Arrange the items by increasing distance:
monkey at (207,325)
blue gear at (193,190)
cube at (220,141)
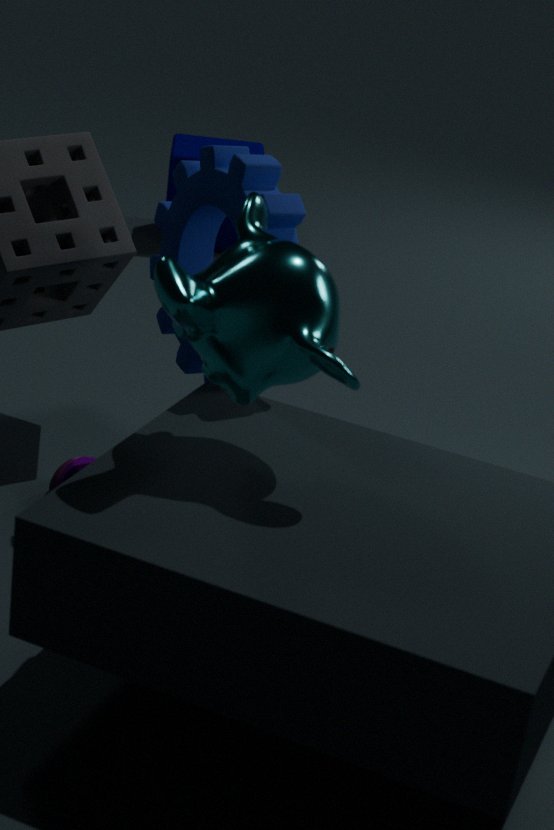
1. monkey at (207,325)
2. blue gear at (193,190)
3. cube at (220,141)
